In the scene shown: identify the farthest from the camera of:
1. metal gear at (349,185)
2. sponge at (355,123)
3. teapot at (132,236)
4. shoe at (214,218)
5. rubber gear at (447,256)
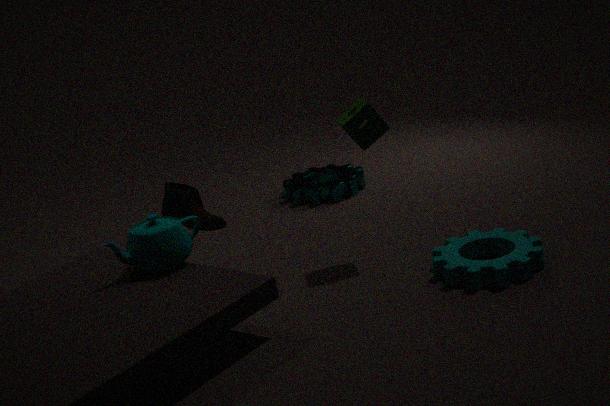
metal gear at (349,185)
